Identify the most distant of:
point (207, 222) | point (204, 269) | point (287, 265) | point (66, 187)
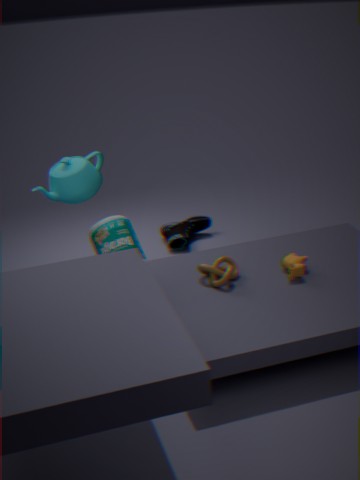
point (207, 222)
